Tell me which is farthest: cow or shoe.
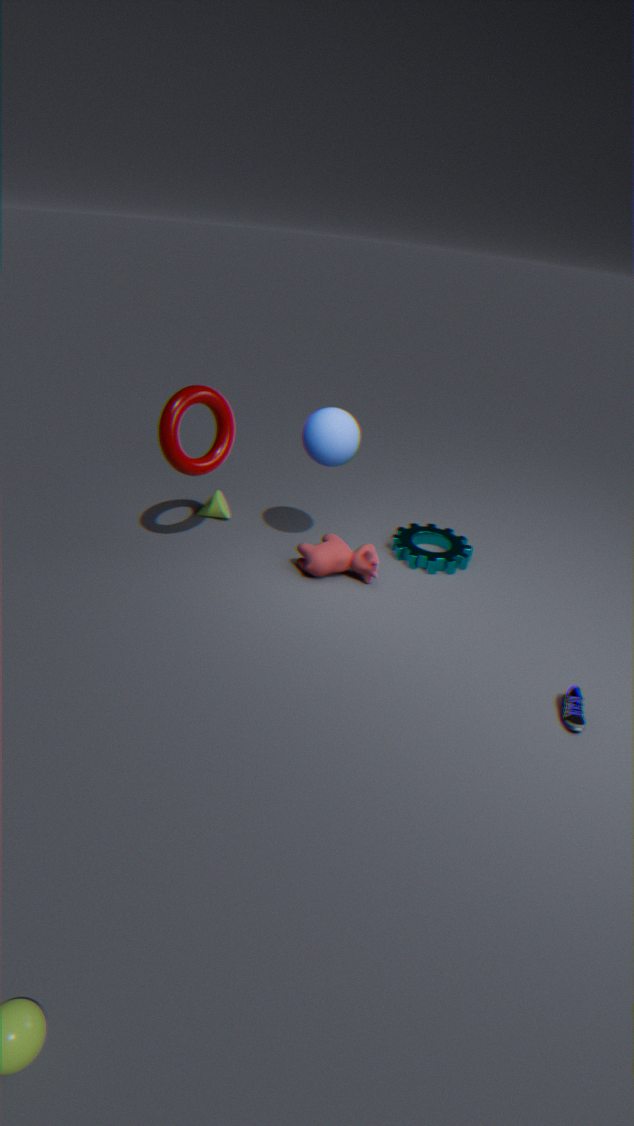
cow
